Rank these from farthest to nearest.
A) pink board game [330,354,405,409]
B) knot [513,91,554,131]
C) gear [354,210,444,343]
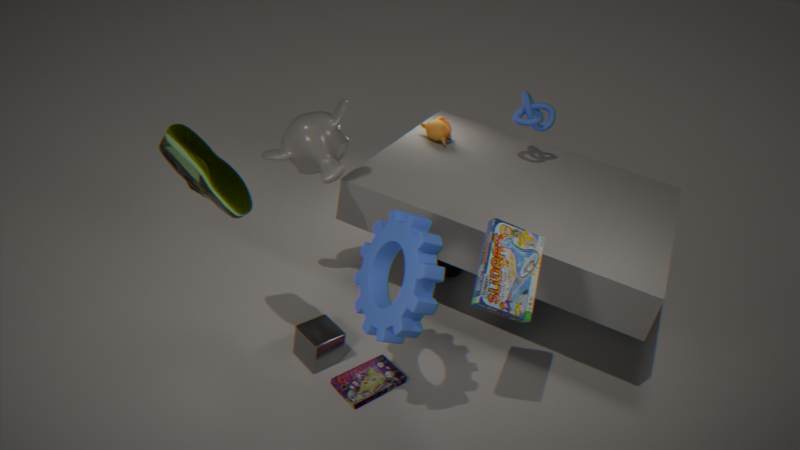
knot [513,91,554,131], pink board game [330,354,405,409], gear [354,210,444,343]
